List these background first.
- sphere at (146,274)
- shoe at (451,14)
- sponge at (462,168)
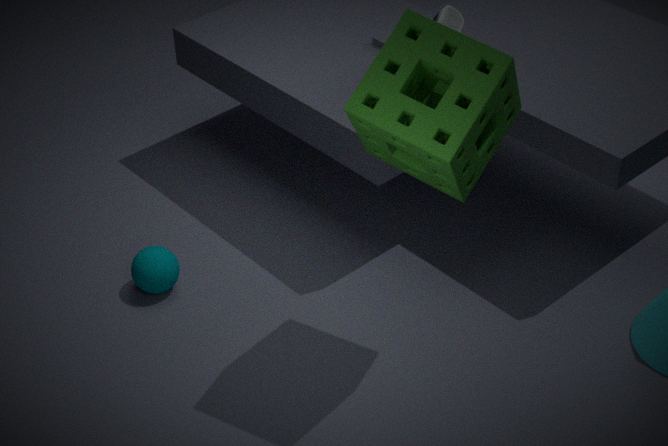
shoe at (451,14)
sphere at (146,274)
sponge at (462,168)
